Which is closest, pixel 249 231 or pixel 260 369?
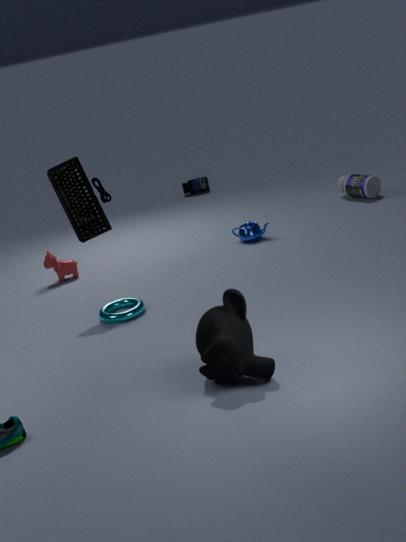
pixel 260 369
